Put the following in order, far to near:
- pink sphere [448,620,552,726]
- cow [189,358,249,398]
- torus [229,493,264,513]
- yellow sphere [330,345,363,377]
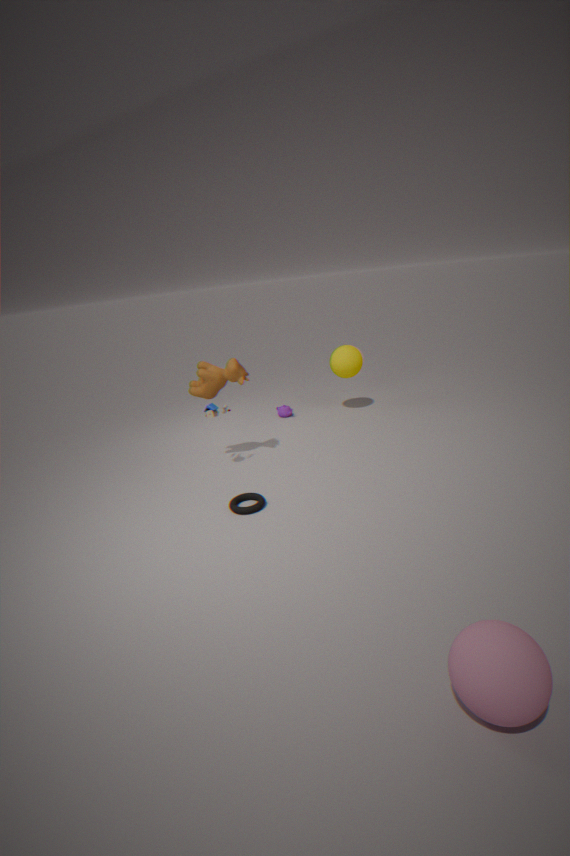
yellow sphere [330,345,363,377]
cow [189,358,249,398]
torus [229,493,264,513]
pink sphere [448,620,552,726]
